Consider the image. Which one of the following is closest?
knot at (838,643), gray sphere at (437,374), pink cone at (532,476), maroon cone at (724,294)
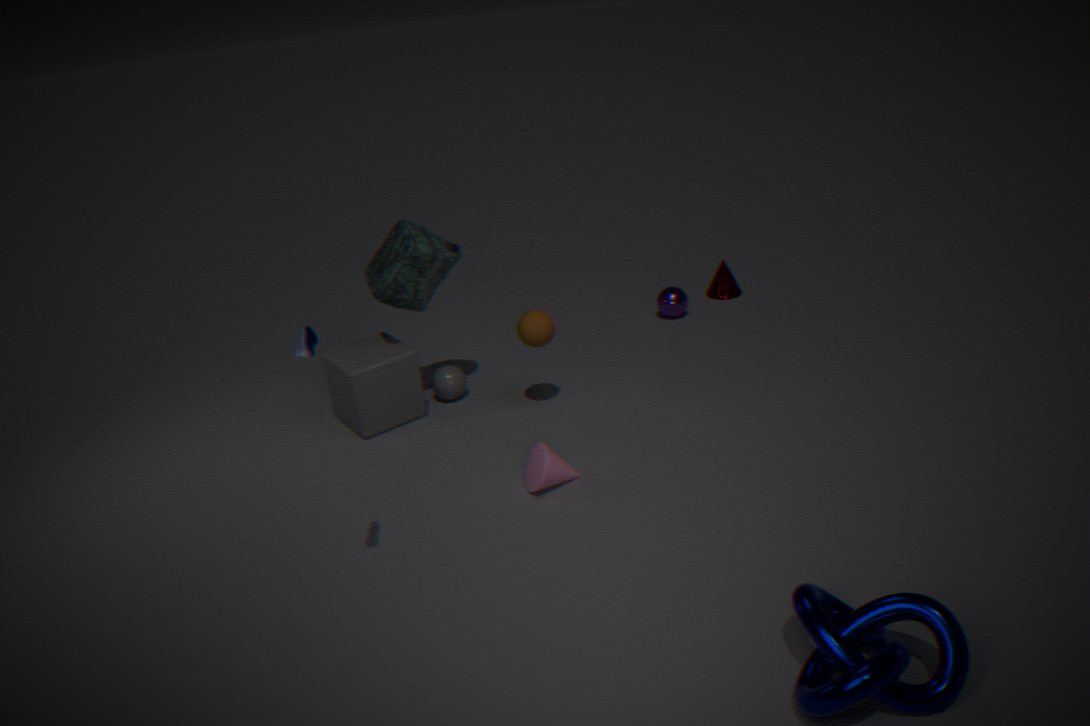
knot at (838,643)
